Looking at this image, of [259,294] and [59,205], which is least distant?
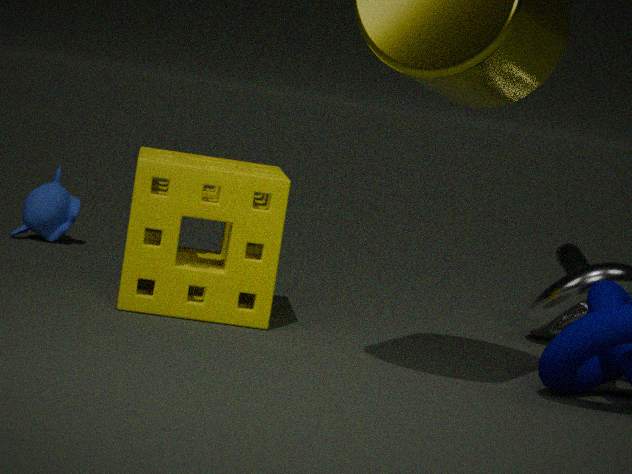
[259,294]
